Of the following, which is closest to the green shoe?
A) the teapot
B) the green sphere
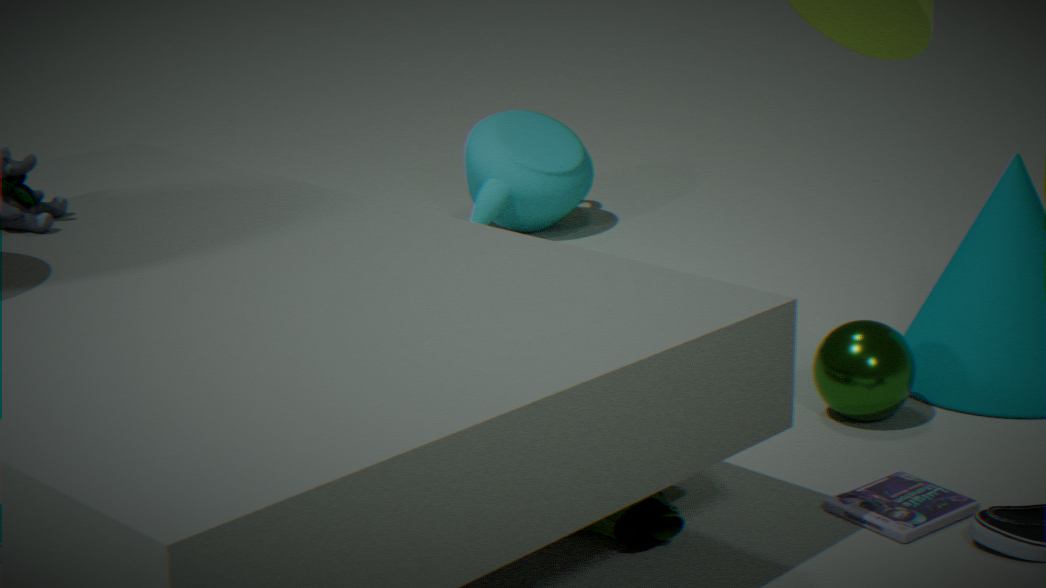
the green sphere
